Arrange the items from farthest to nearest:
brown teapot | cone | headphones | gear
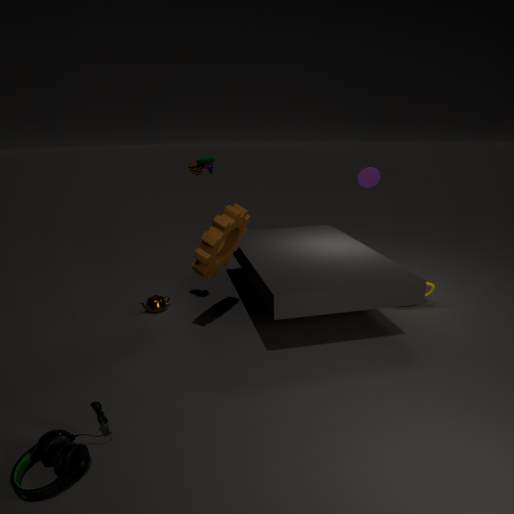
cone < brown teapot < gear < headphones
